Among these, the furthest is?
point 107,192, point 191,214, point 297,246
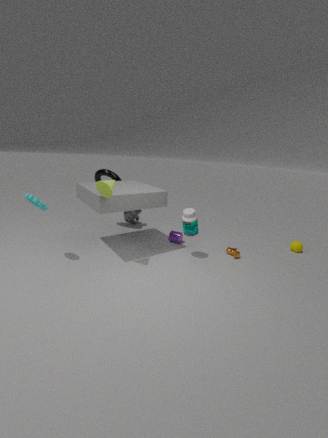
point 297,246
